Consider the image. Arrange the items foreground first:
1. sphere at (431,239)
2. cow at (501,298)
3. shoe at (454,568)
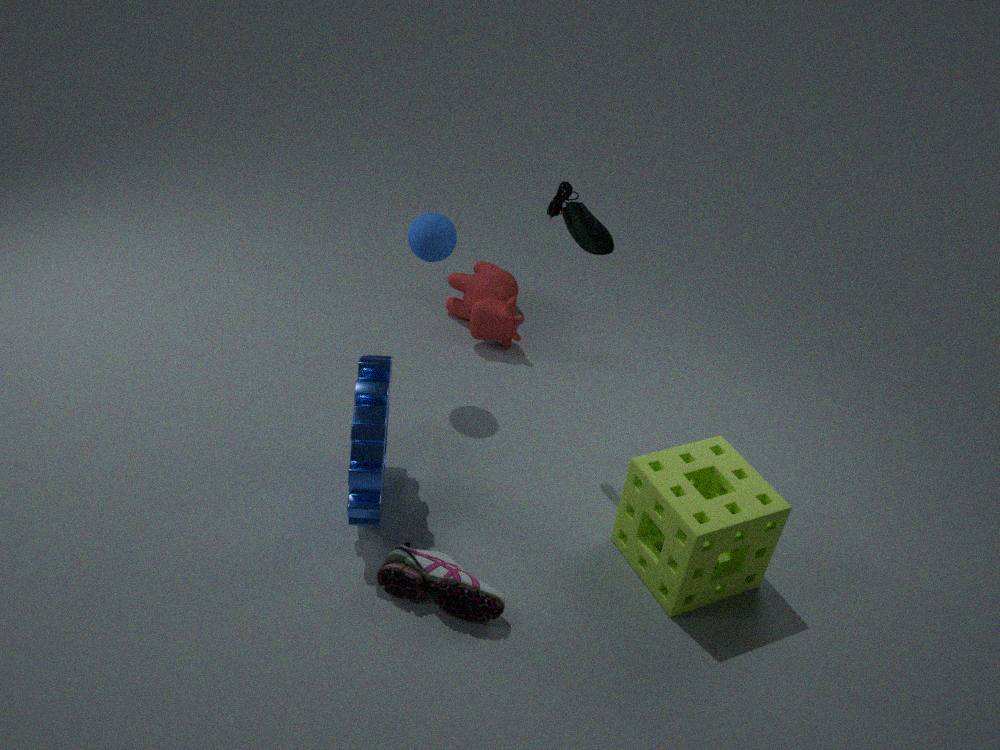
shoe at (454,568) → sphere at (431,239) → cow at (501,298)
